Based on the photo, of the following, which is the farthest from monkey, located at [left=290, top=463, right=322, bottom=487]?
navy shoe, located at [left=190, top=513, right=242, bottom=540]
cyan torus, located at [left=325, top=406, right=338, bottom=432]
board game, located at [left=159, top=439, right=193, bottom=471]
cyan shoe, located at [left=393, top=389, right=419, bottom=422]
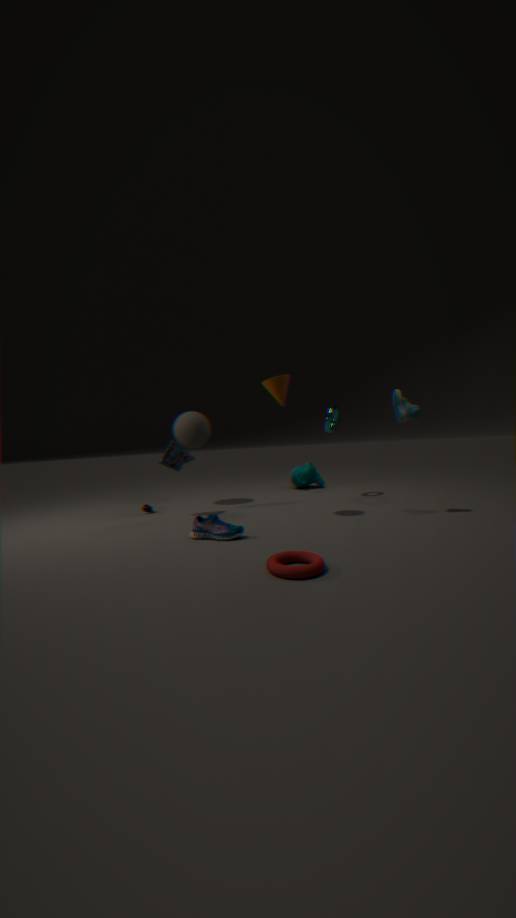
navy shoe, located at [left=190, top=513, right=242, bottom=540]
